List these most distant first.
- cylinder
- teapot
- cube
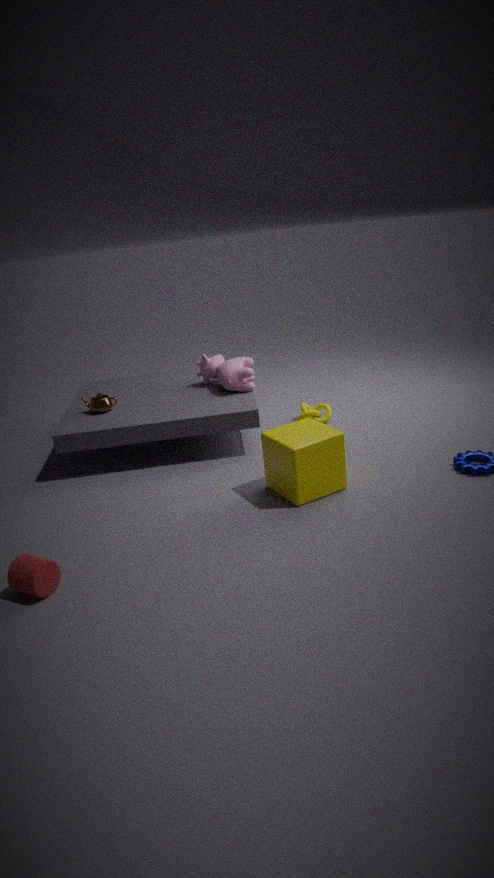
teapot < cube < cylinder
